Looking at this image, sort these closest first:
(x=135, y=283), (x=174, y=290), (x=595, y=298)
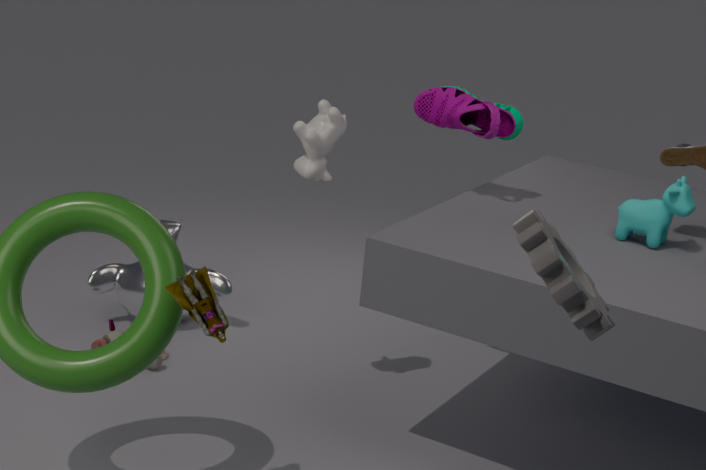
1. (x=595, y=298)
2. (x=174, y=290)
3. (x=135, y=283)
